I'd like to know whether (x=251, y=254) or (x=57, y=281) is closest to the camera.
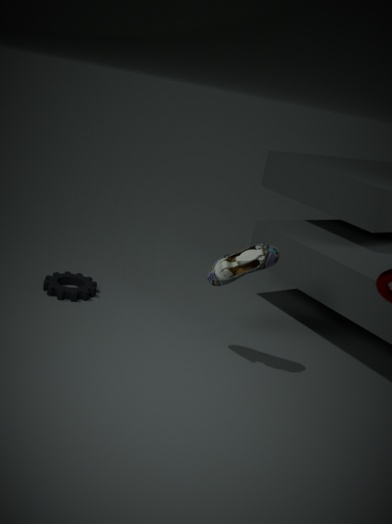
(x=251, y=254)
